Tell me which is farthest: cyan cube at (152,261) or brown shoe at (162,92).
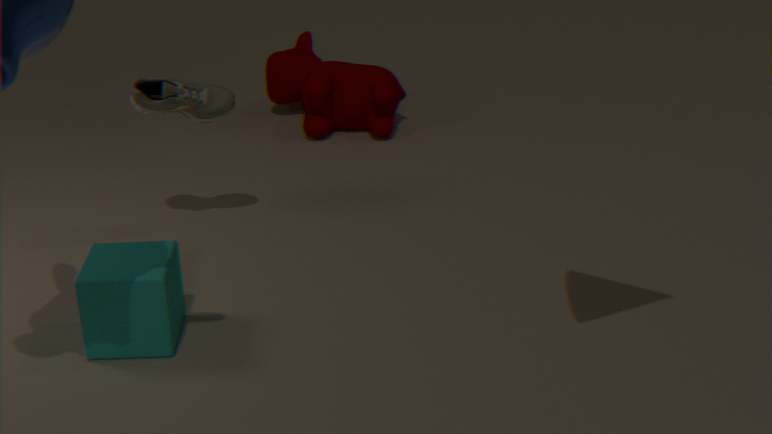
brown shoe at (162,92)
